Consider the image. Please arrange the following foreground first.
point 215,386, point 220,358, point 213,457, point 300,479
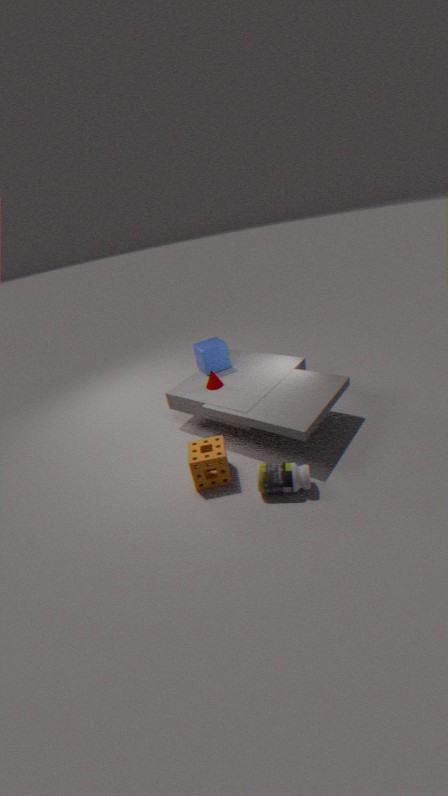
point 300,479, point 213,457, point 215,386, point 220,358
